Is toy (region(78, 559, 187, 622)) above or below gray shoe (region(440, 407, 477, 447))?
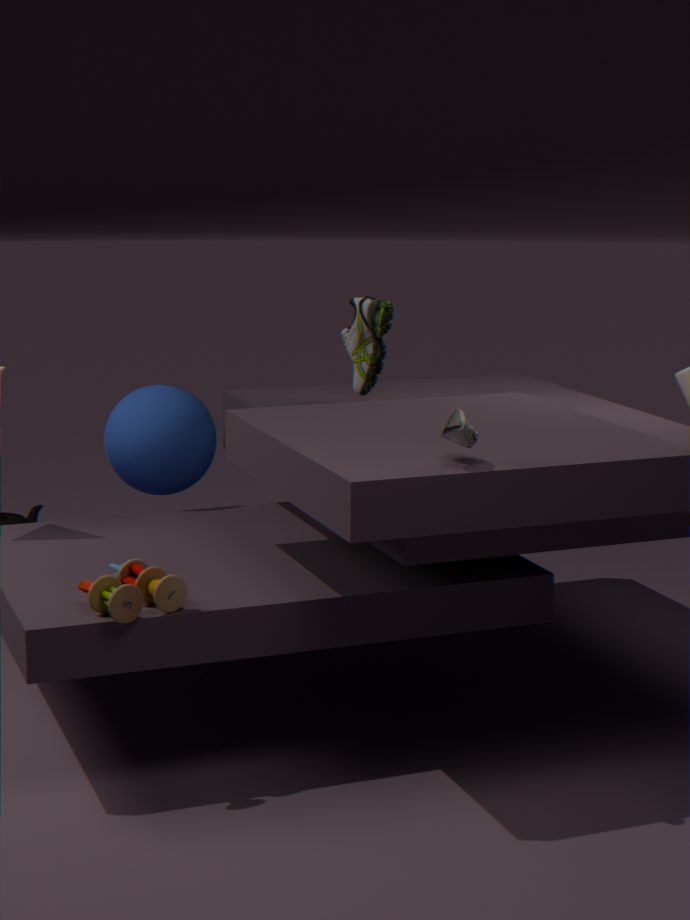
below
